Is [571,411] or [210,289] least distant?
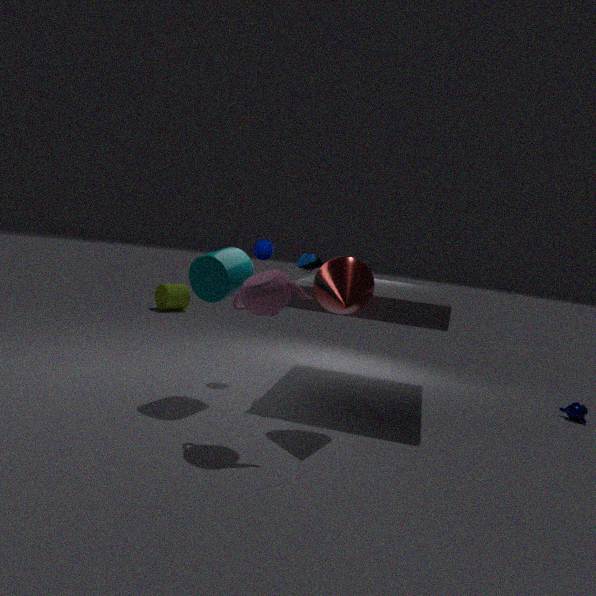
[210,289]
